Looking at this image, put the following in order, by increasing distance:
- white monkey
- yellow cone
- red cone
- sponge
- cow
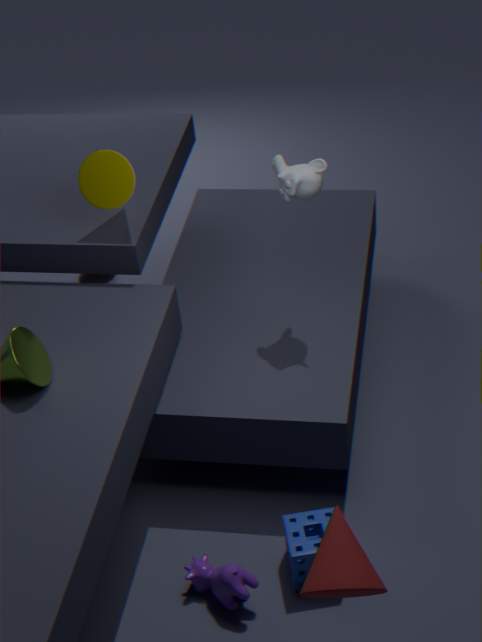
1. red cone
2. cow
3. sponge
4. white monkey
5. yellow cone
